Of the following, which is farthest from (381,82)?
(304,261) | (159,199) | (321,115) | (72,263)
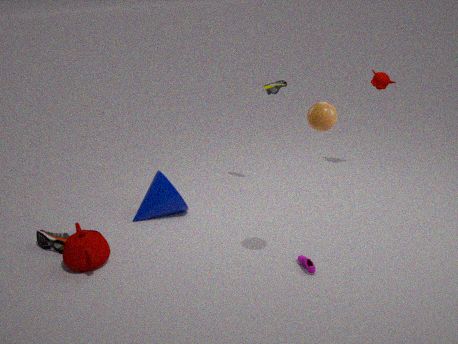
→ (72,263)
